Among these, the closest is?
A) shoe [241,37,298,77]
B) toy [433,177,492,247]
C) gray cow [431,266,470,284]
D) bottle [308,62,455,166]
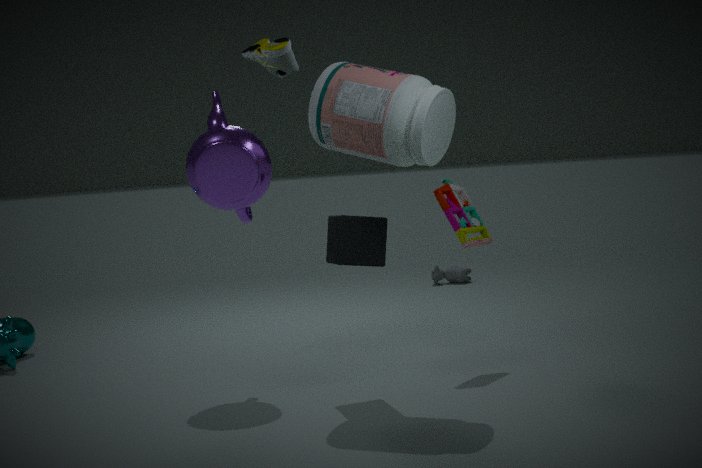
shoe [241,37,298,77]
